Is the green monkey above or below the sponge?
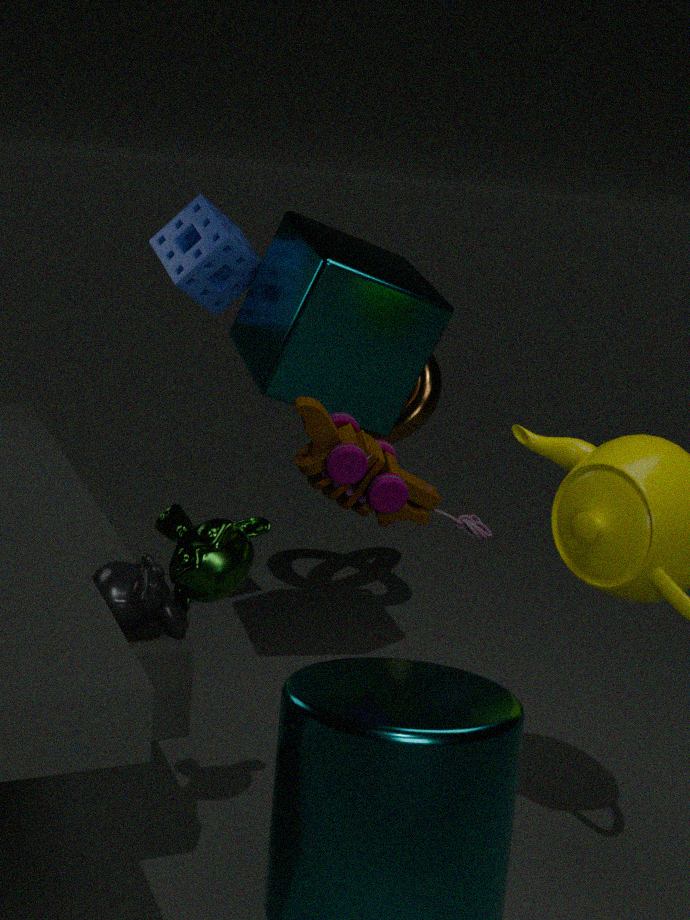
below
